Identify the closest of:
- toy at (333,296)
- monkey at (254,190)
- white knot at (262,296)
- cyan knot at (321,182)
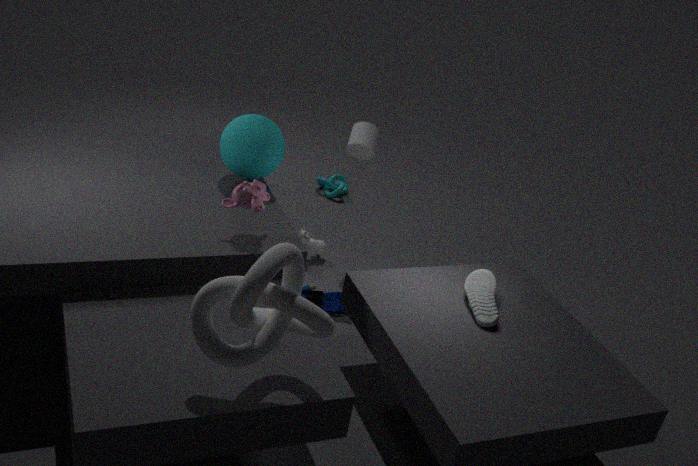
white knot at (262,296)
